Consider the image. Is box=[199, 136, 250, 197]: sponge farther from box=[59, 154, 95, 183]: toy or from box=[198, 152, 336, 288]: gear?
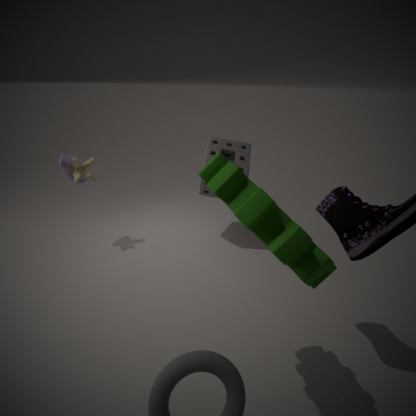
box=[198, 152, 336, 288]: gear
